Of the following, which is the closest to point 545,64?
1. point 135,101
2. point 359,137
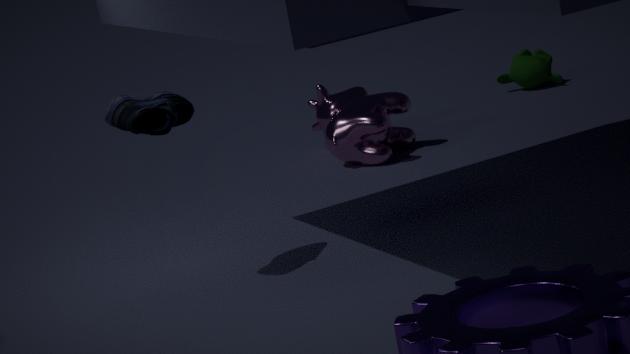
point 359,137
